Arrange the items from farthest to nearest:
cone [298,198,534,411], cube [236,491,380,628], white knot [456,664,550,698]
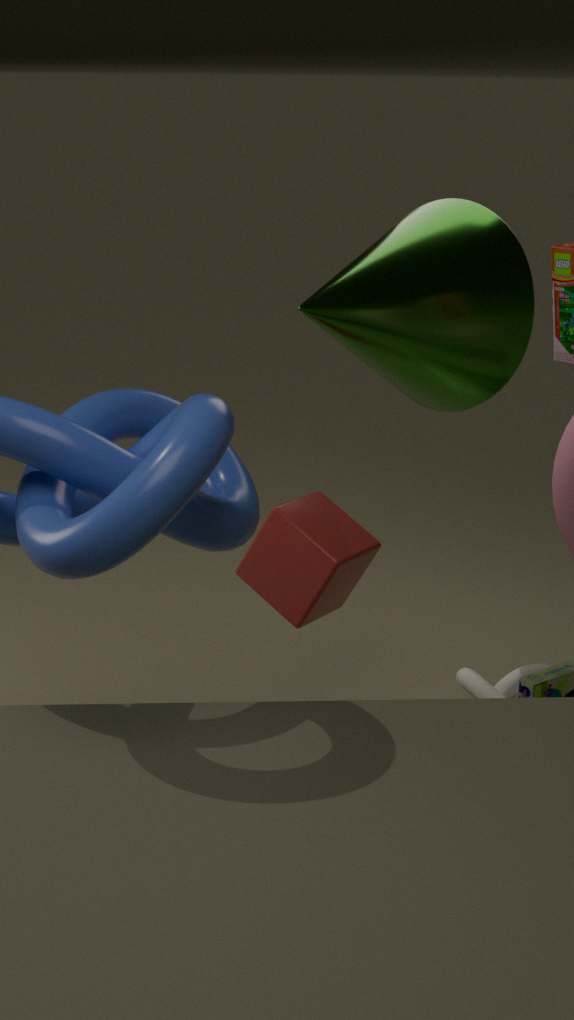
white knot [456,664,550,698] → cube [236,491,380,628] → cone [298,198,534,411]
